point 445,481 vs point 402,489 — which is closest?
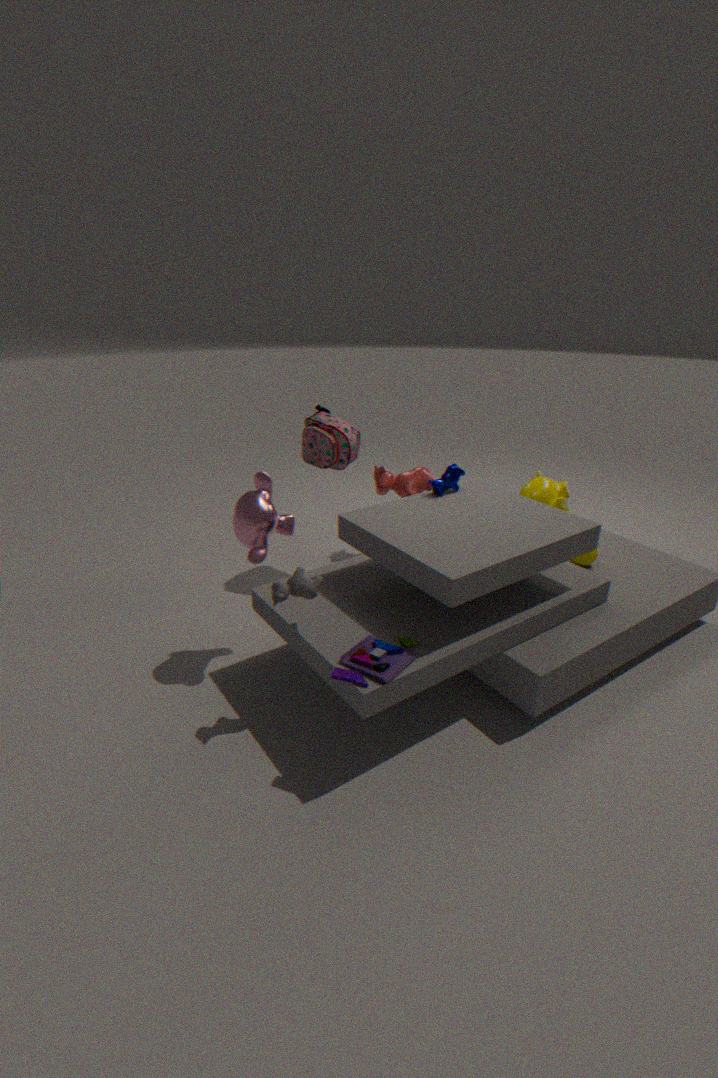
point 445,481
